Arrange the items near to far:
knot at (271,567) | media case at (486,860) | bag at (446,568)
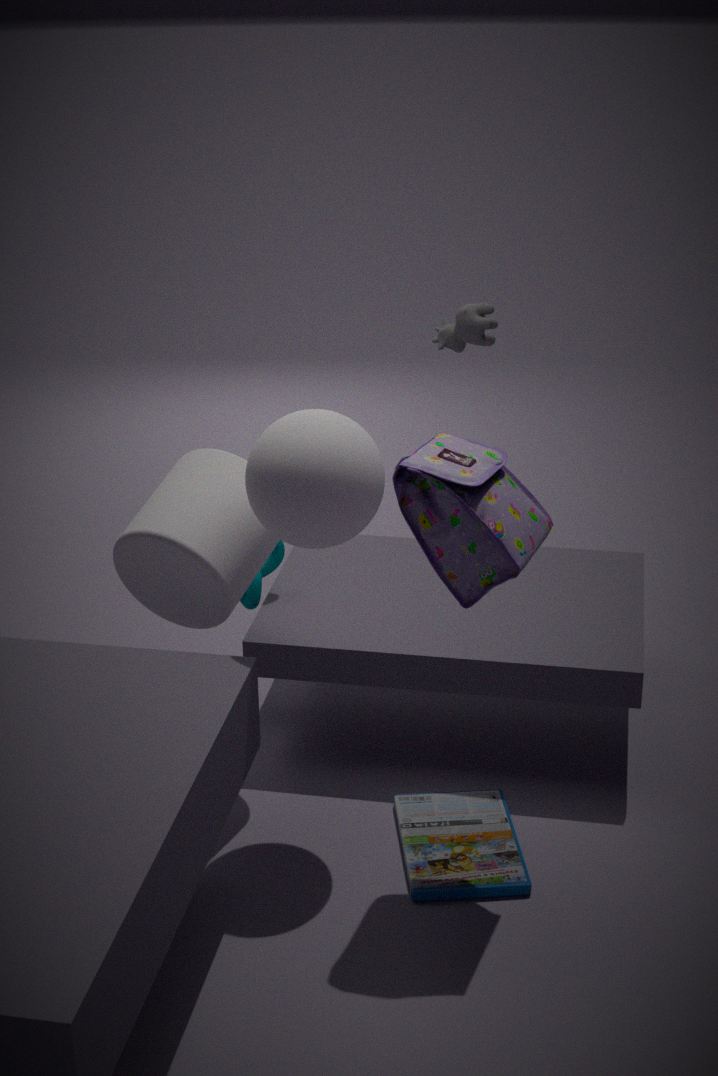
bag at (446,568) < media case at (486,860) < knot at (271,567)
